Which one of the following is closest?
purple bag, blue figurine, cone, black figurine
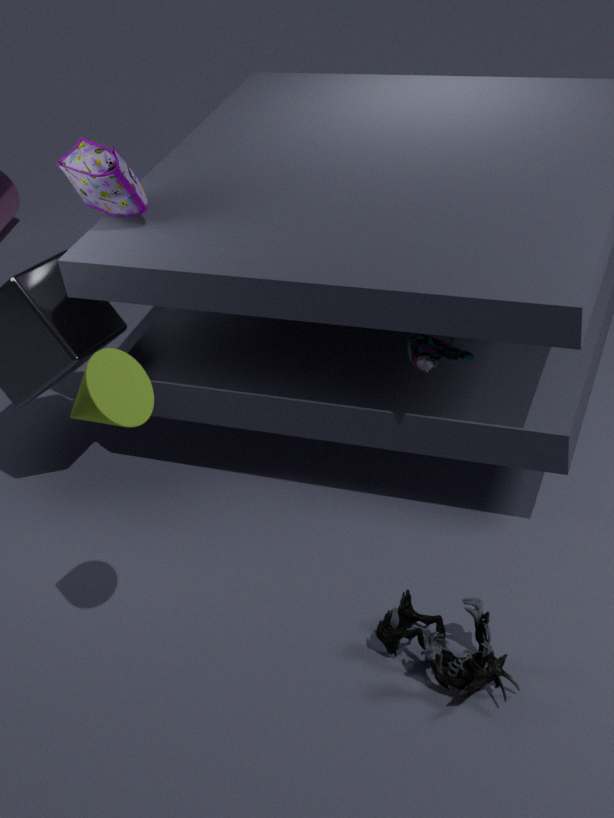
cone
